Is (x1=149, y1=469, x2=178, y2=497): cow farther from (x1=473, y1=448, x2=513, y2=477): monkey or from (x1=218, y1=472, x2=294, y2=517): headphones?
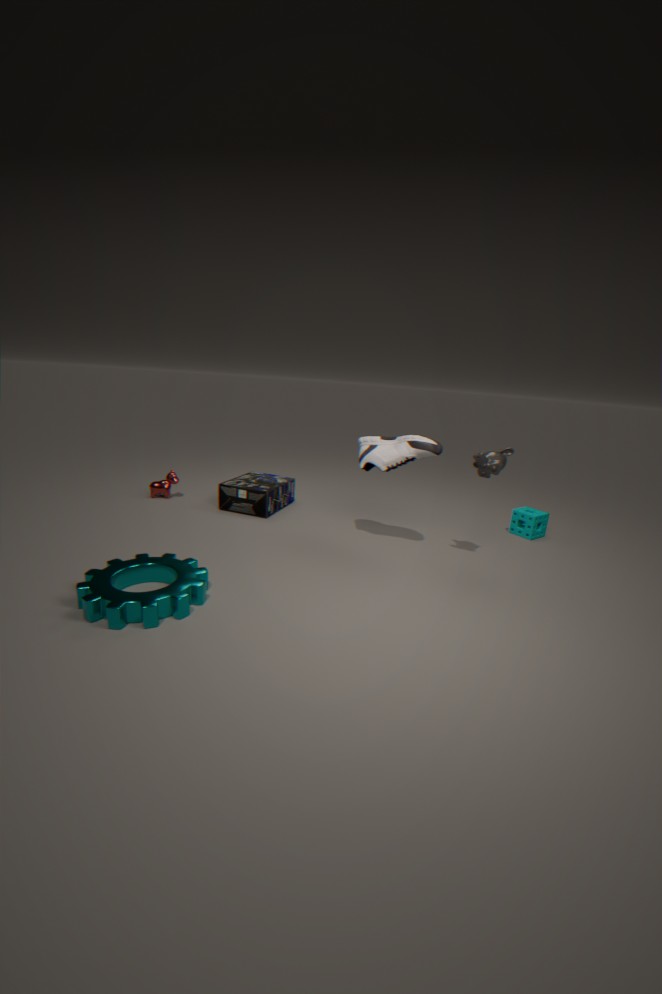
(x1=473, y1=448, x2=513, y2=477): monkey
